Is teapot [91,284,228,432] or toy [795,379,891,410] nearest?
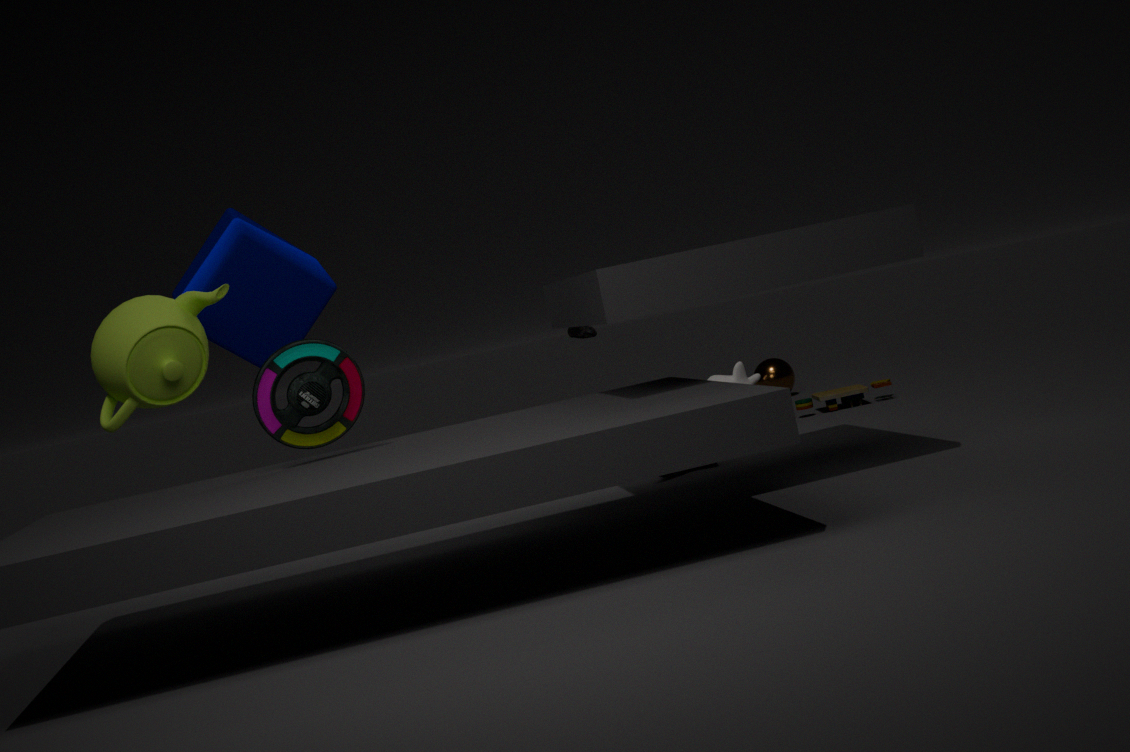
teapot [91,284,228,432]
